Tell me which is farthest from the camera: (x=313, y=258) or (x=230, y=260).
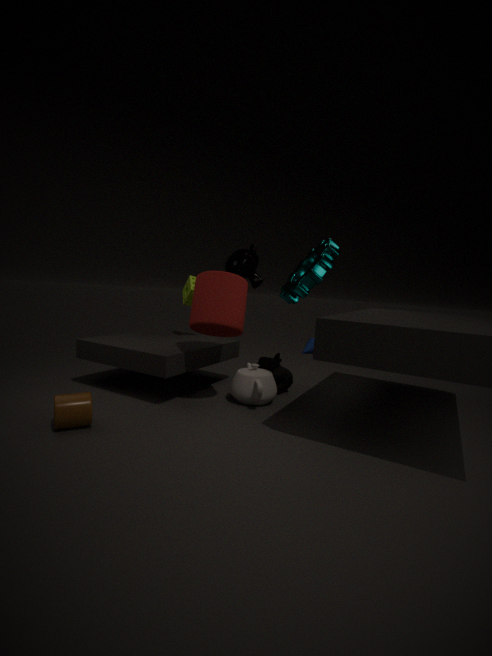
(x=230, y=260)
